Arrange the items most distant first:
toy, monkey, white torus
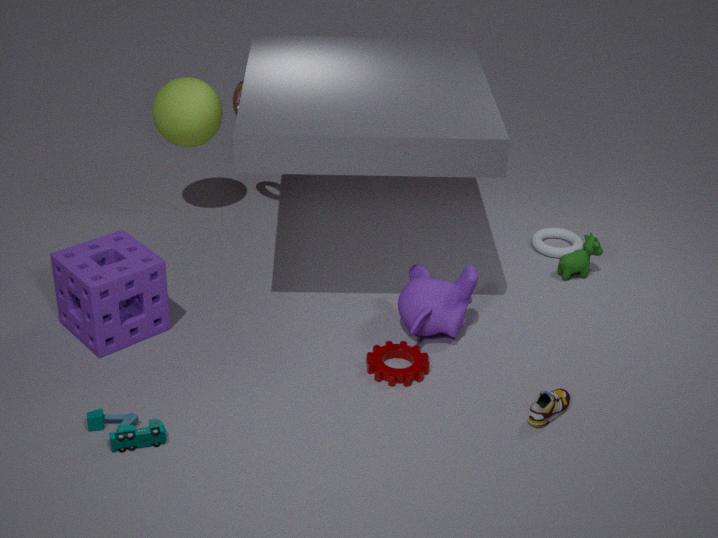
white torus < monkey < toy
